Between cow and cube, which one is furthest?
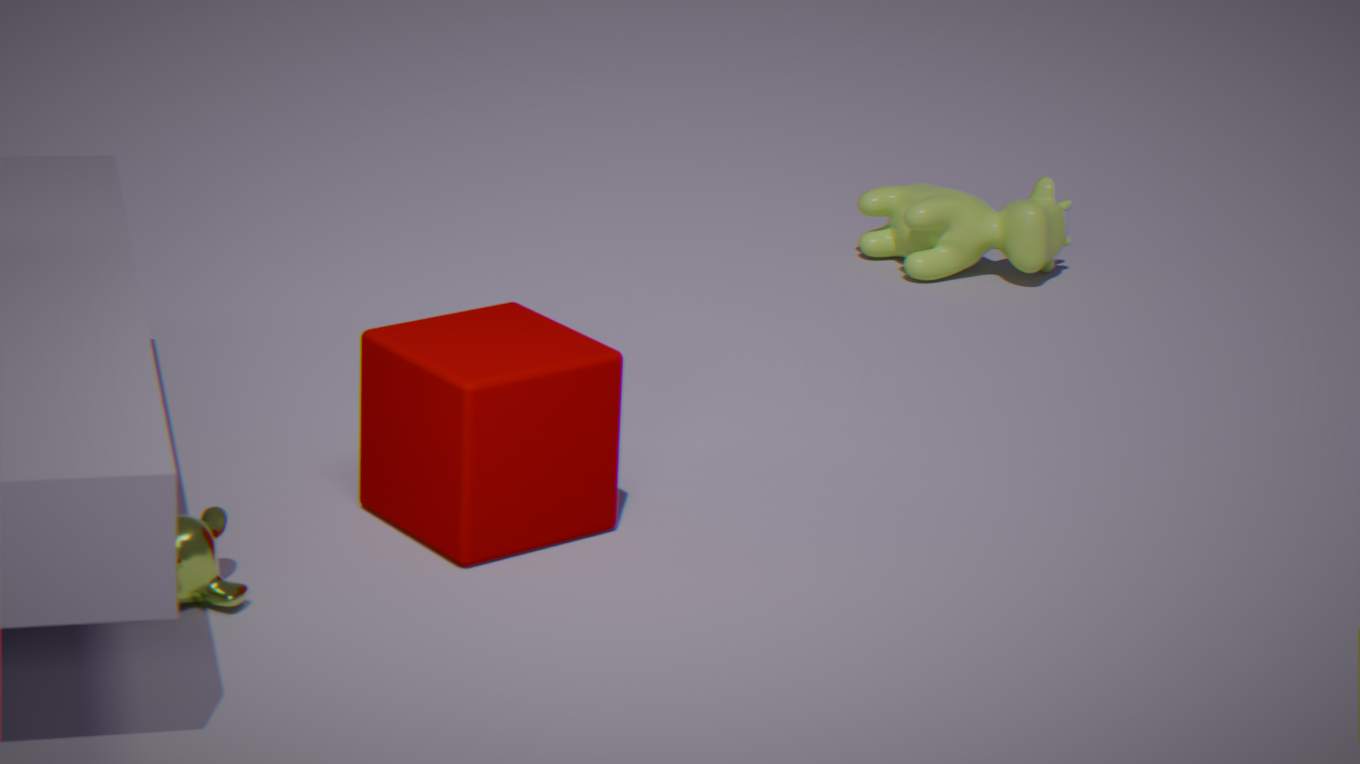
cow
